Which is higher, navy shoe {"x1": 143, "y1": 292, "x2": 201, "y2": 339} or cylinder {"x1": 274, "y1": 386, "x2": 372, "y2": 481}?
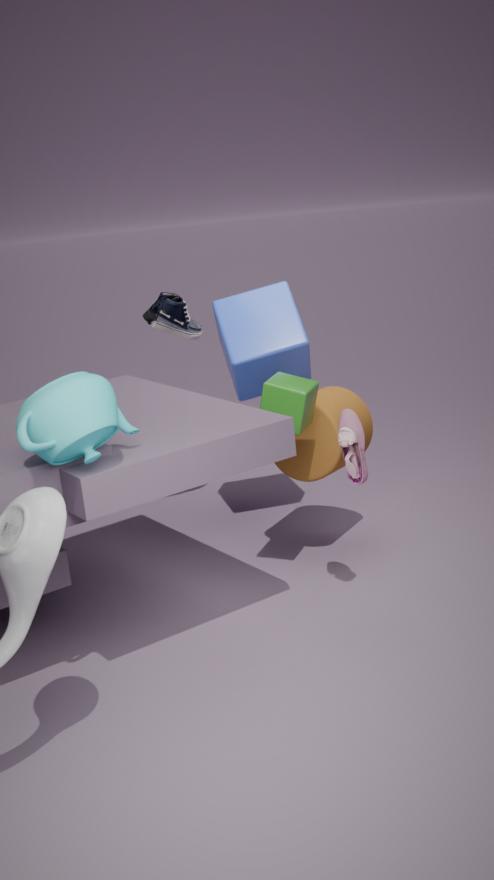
navy shoe {"x1": 143, "y1": 292, "x2": 201, "y2": 339}
